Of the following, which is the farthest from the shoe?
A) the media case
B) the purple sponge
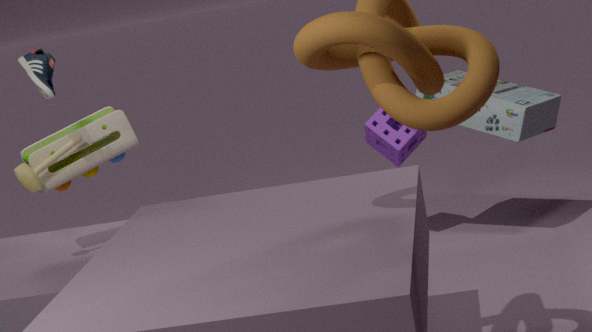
the media case
